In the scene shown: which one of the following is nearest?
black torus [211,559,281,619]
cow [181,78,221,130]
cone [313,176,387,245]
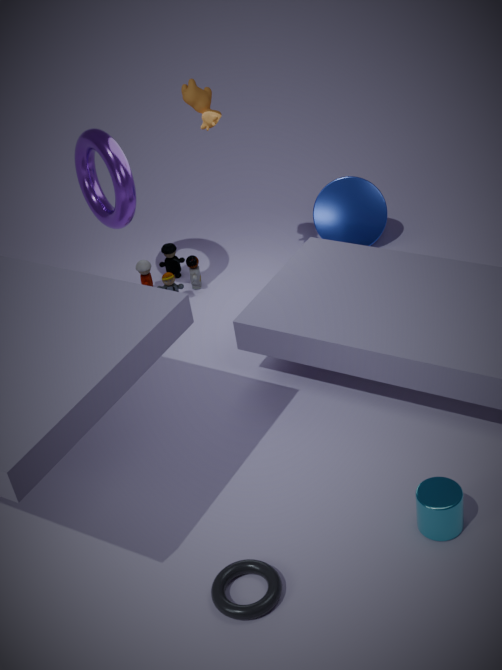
black torus [211,559,281,619]
